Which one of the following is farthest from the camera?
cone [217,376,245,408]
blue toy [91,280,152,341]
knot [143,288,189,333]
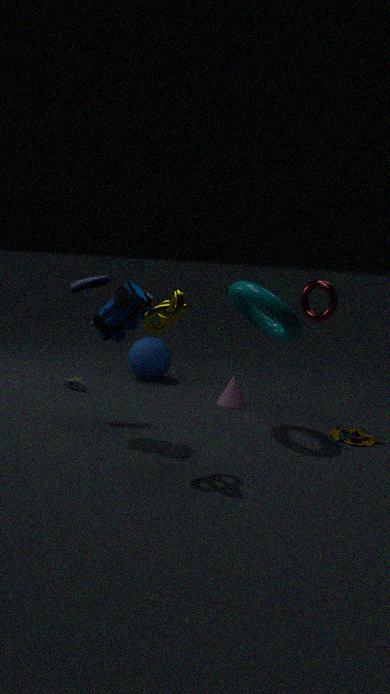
cone [217,376,245,408]
